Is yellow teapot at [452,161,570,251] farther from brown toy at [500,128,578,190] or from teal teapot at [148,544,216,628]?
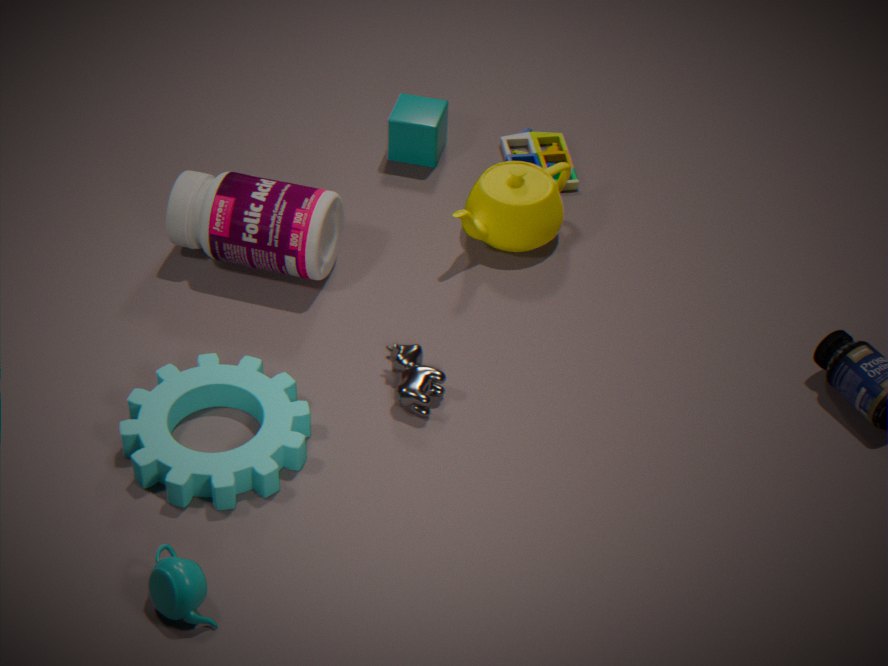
teal teapot at [148,544,216,628]
